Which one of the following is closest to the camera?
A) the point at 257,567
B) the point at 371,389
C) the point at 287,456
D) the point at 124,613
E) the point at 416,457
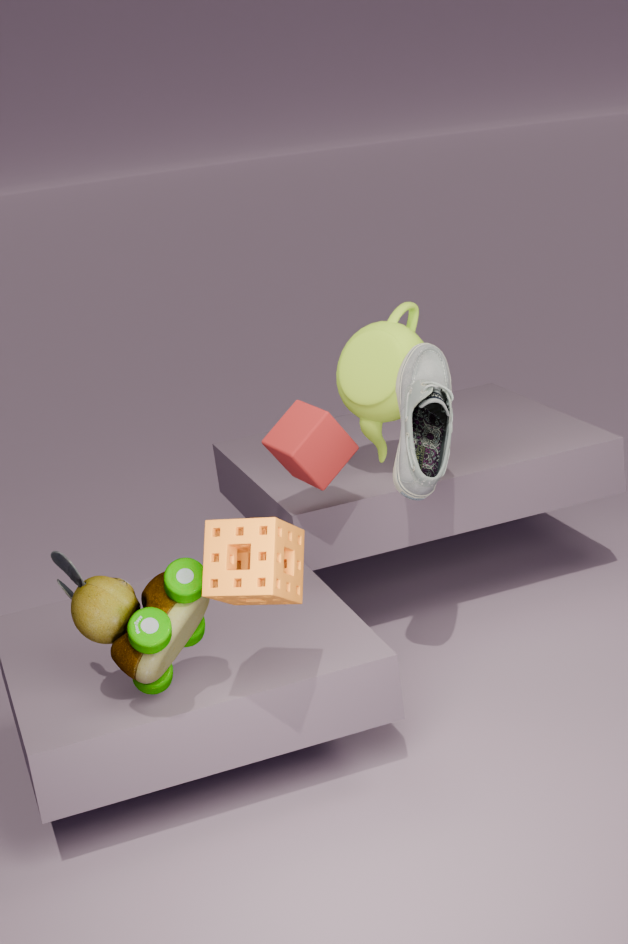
A
